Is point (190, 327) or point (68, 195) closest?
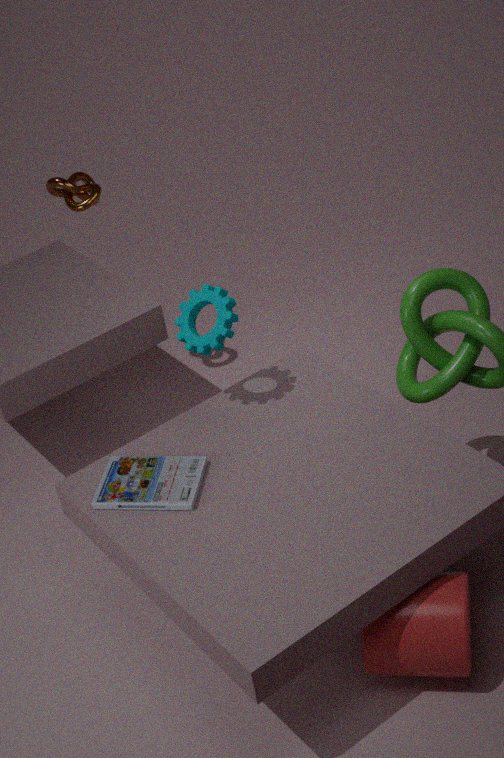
point (190, 327)
